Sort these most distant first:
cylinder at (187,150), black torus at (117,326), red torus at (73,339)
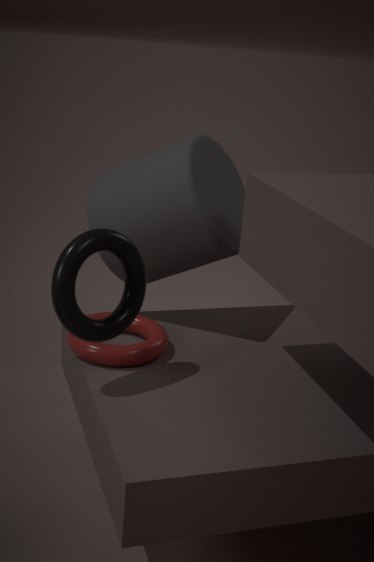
1. cylinder at (187,150)
2. red torus at (73,339)
3. black torus at (117,326)
